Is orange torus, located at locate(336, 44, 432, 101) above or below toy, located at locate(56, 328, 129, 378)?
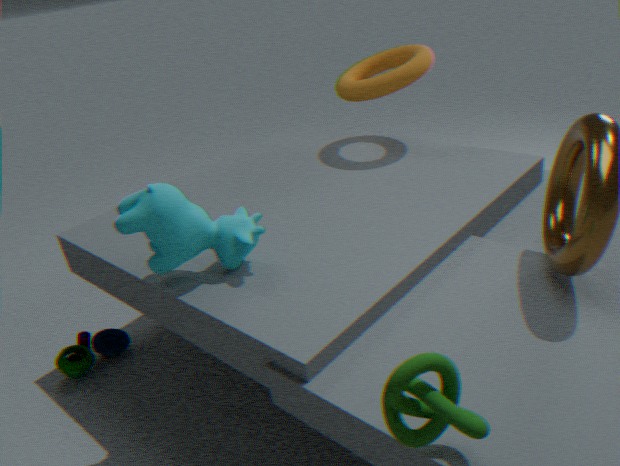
above
